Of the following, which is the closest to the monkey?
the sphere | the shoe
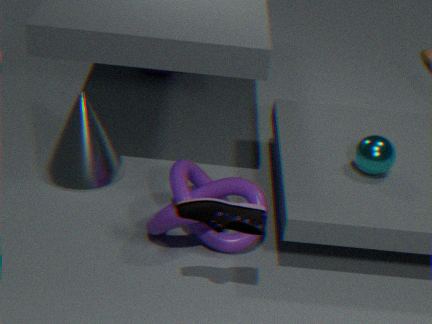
the sphere
